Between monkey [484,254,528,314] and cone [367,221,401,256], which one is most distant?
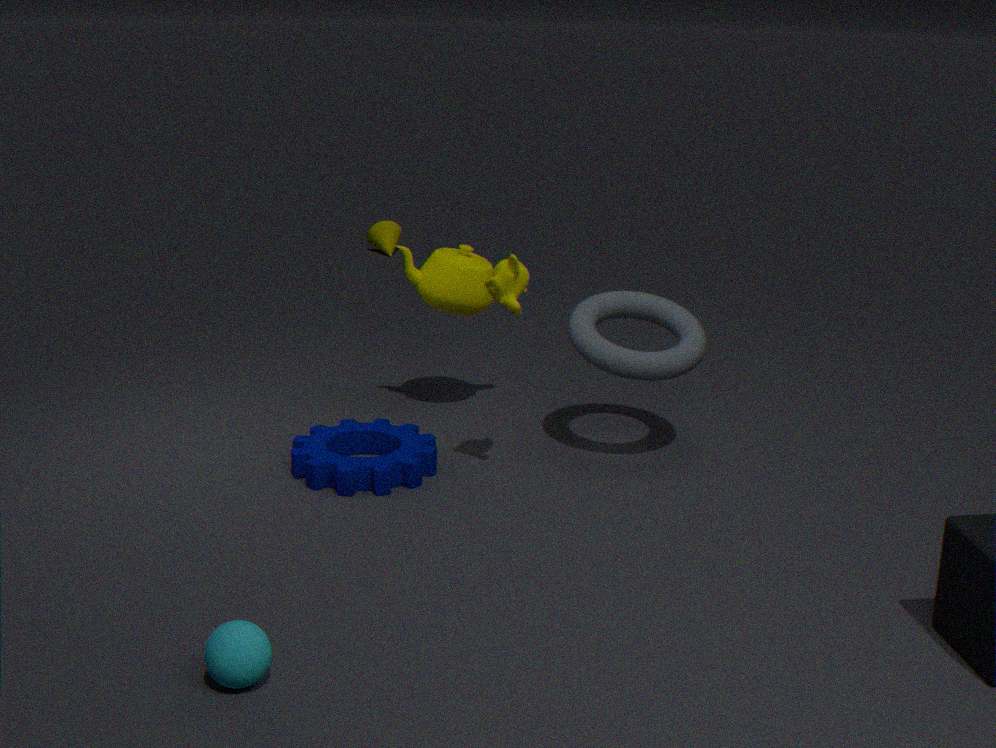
cone [367,221,401,256]
